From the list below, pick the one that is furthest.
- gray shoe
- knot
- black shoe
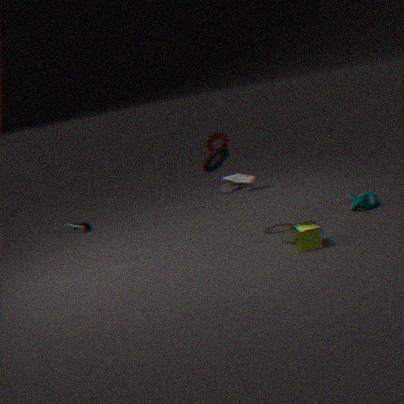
black shoe
